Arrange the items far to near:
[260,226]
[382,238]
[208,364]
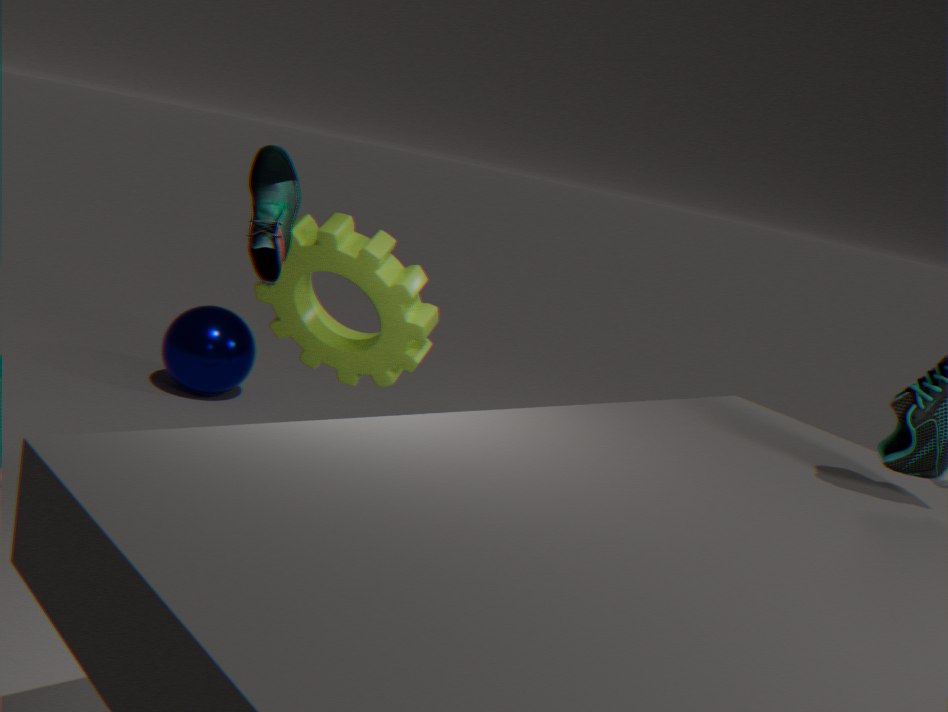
[208,364], [382,238], [260,226]
